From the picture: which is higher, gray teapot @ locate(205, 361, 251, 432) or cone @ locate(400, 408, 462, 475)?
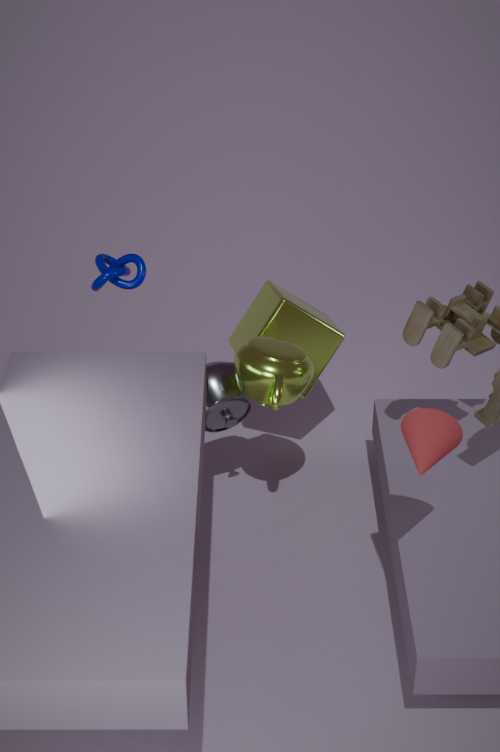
cone @ locate(400, 408, 462, 475)
